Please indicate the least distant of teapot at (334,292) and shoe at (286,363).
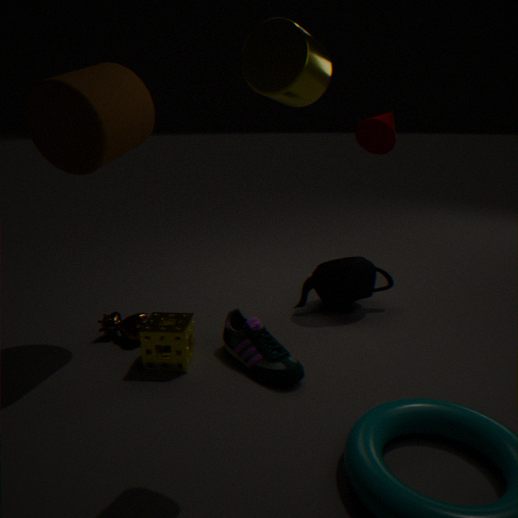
shoe at (286,363)
